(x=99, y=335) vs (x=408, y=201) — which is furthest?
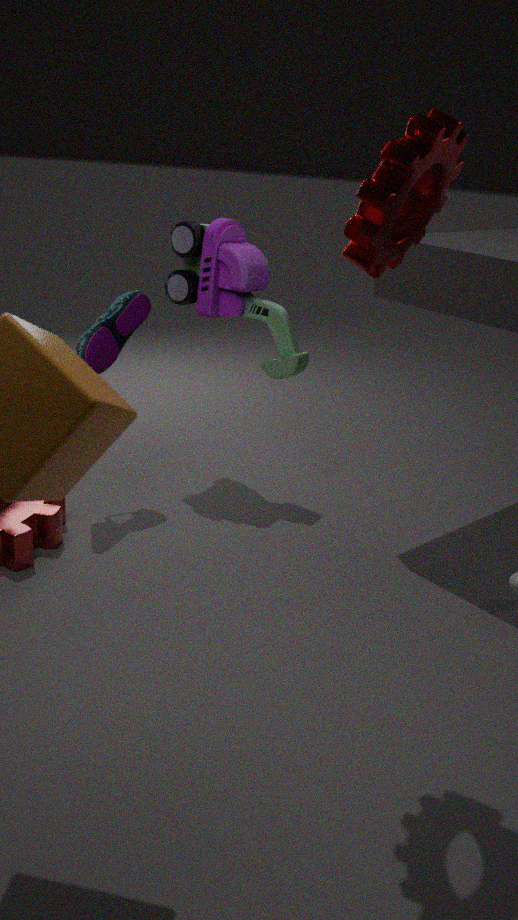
(x=99, y=335)
